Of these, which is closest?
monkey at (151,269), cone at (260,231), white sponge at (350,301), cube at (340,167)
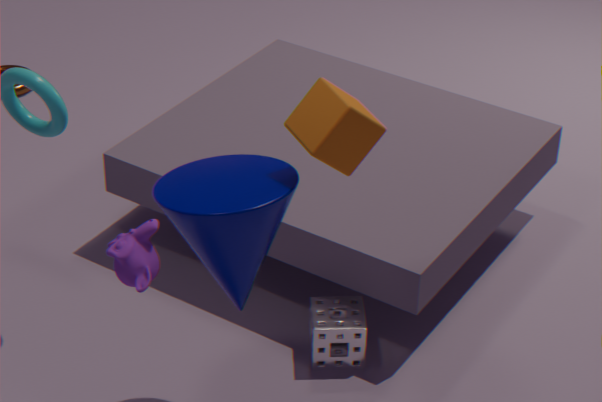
monkey at (151,269)
